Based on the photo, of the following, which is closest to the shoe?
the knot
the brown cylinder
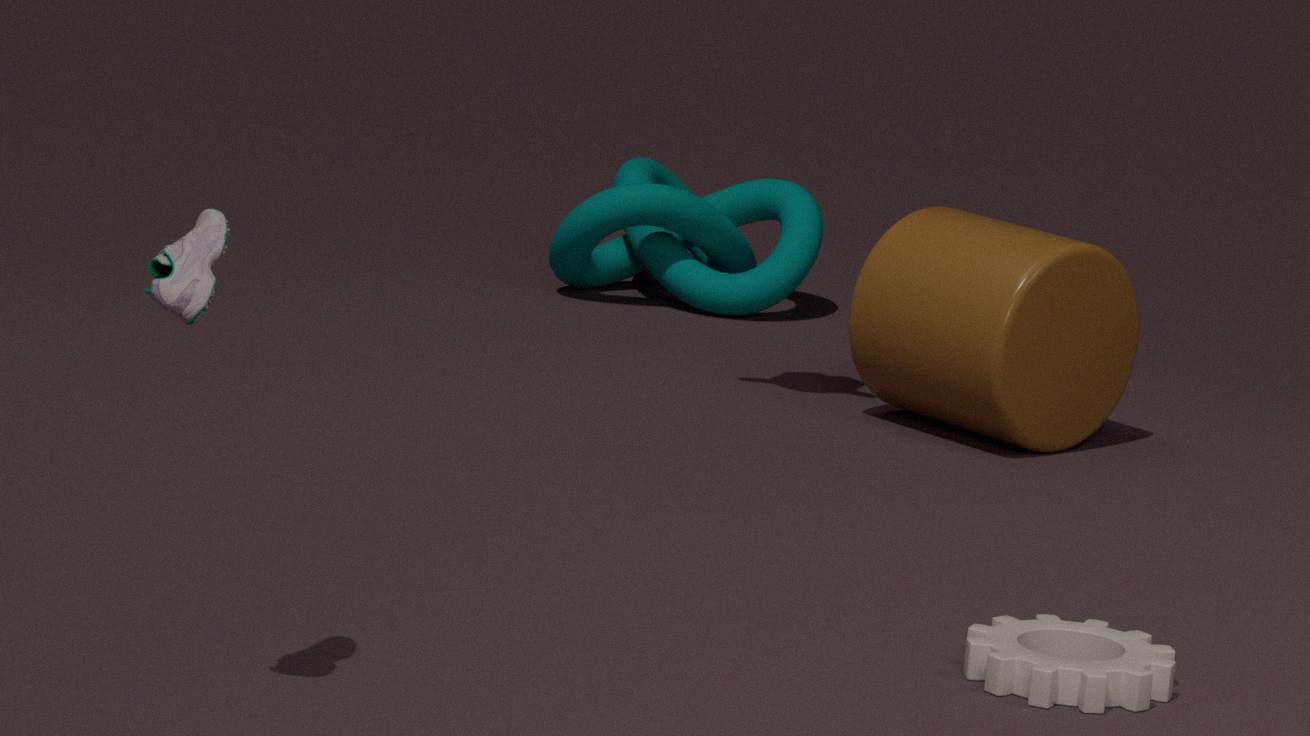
the brown cylinder
